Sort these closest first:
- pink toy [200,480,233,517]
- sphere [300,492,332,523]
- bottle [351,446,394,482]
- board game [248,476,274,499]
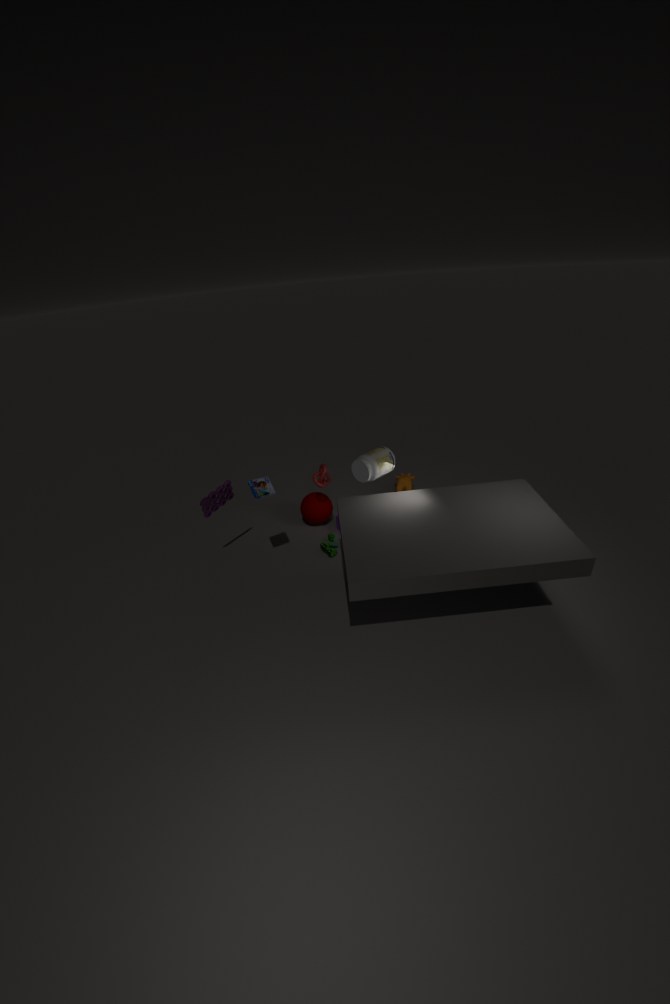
→ bottle [351,446,394,482]
board game [248,476,274,499]
pink toy [200,480,233,517]
sphere [300,492,332,523]
